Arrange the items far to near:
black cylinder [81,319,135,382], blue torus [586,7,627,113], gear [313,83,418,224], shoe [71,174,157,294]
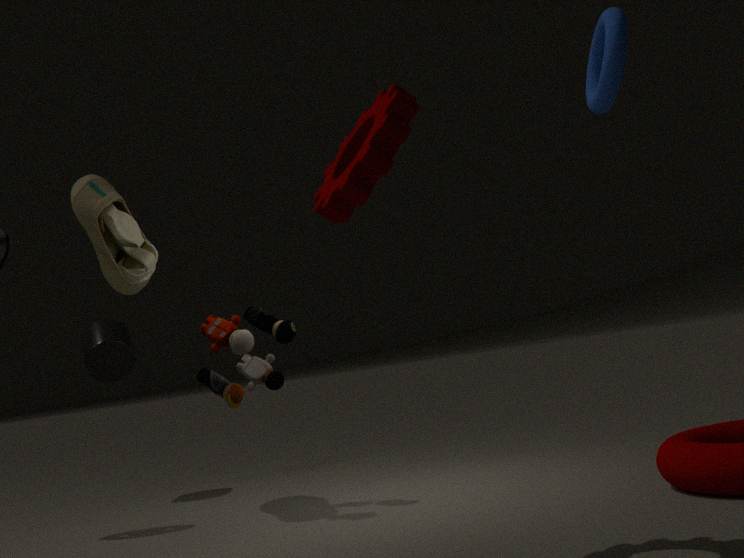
black cylinder [81,319,135,382]
shoe [71,174,157,294]
blue torus [586,7,627,113]
gear [313,83,418,224]
